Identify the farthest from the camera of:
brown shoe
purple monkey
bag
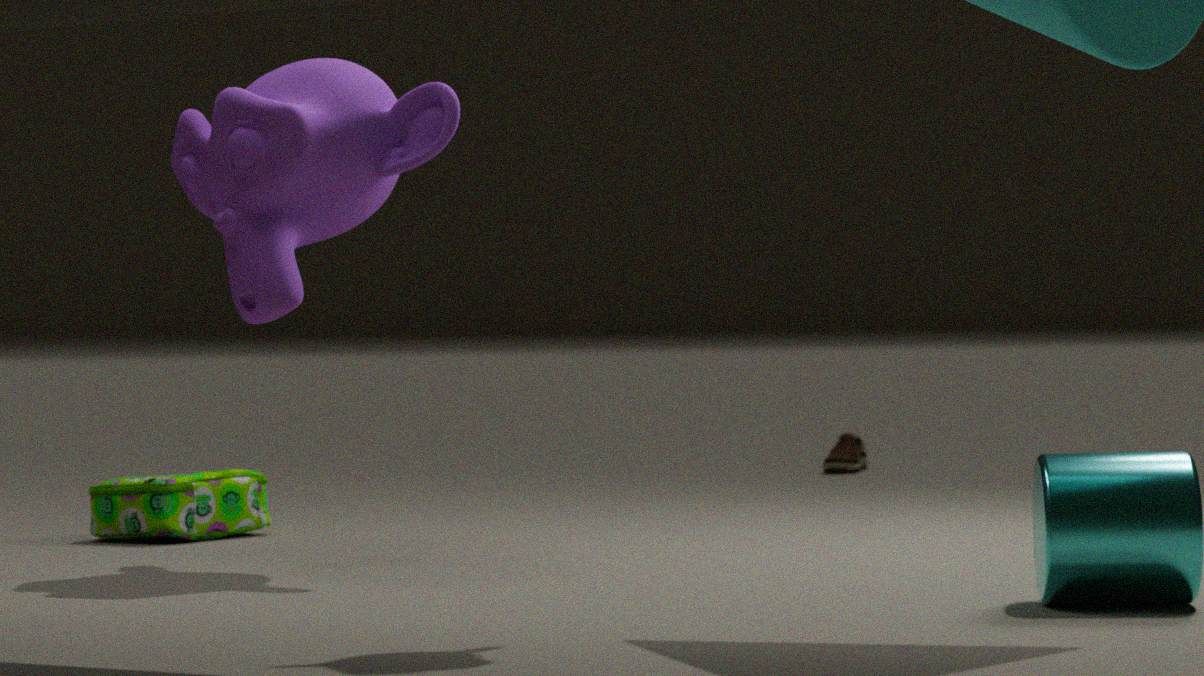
brown shoe
